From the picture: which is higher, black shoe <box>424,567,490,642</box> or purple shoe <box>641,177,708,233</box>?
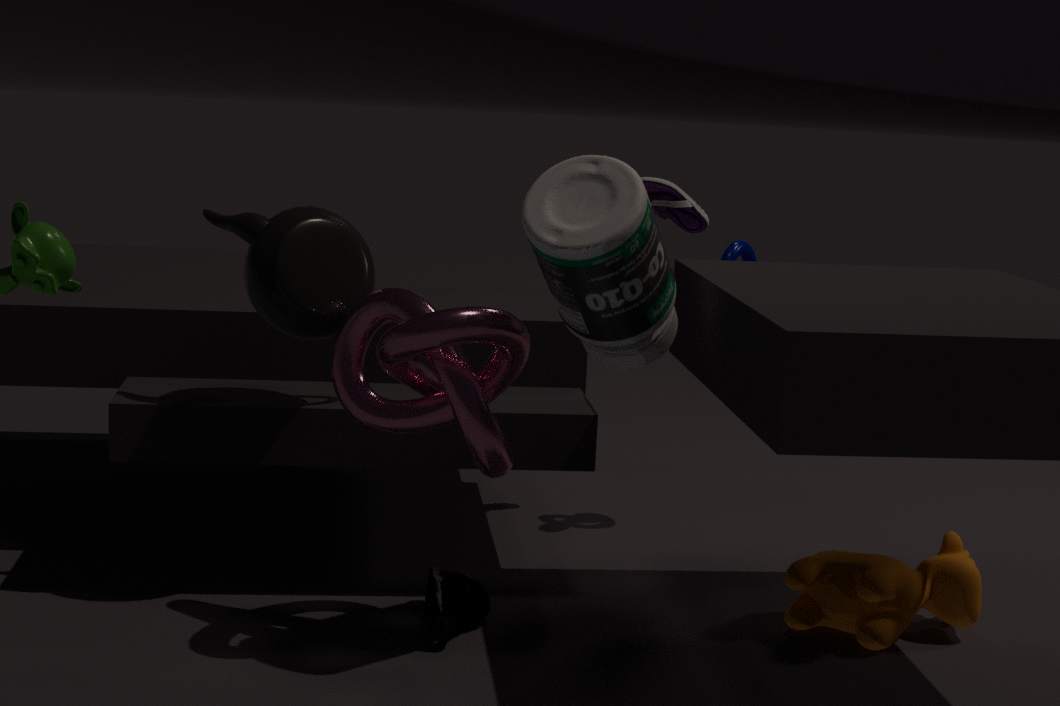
purple shoe <box>641,177,708,233</box>
